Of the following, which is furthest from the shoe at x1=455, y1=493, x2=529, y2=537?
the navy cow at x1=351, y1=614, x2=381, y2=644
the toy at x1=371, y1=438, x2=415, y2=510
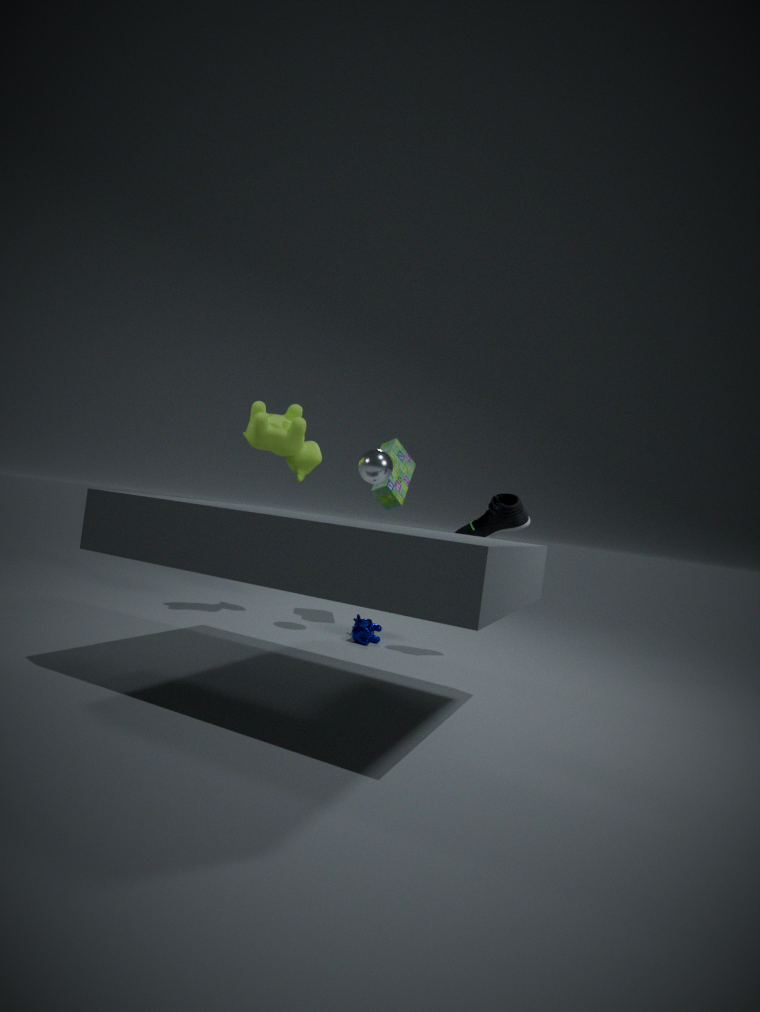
the navy cow at x1=351, y1=614, x2=381, y2=644
